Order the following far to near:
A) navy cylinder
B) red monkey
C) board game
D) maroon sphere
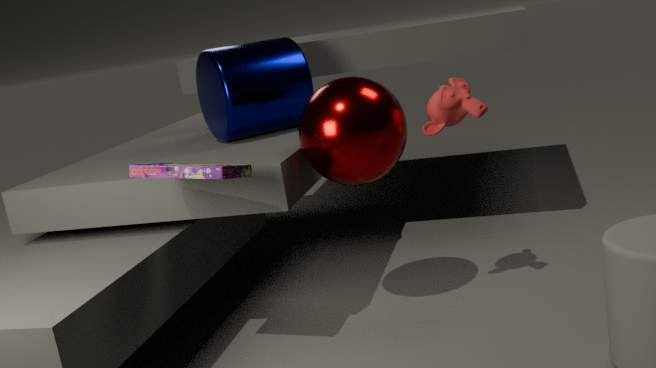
navy cylinder < red monkey < maroon sphere < board game
